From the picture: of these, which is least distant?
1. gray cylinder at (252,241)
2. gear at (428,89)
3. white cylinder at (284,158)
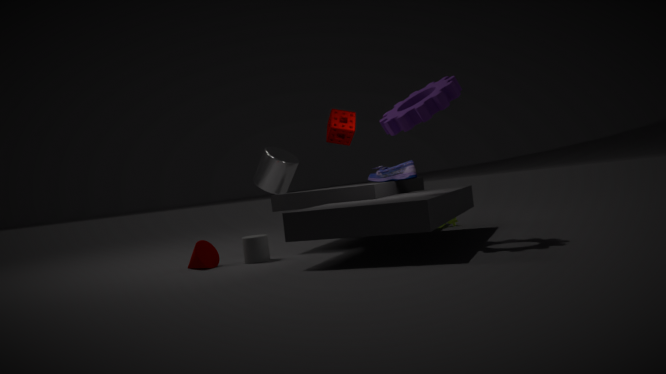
gear at (428,89)
